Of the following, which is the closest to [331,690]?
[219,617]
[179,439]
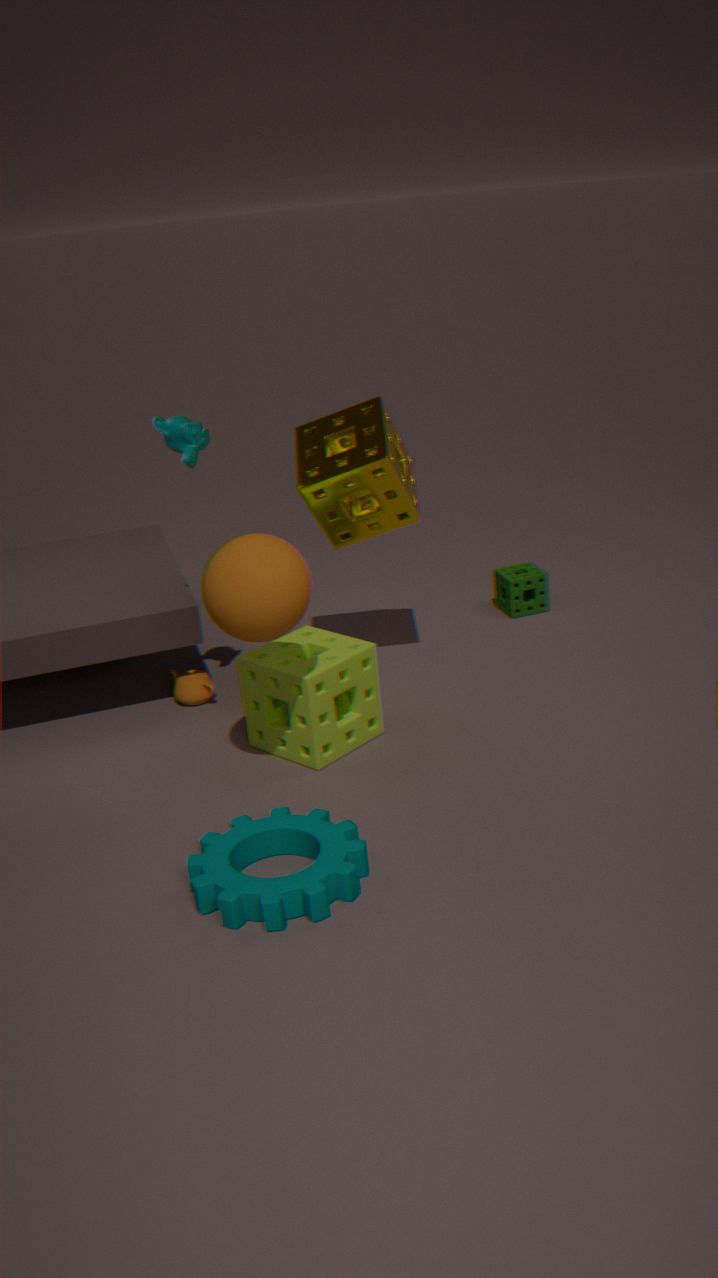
[219,617]
